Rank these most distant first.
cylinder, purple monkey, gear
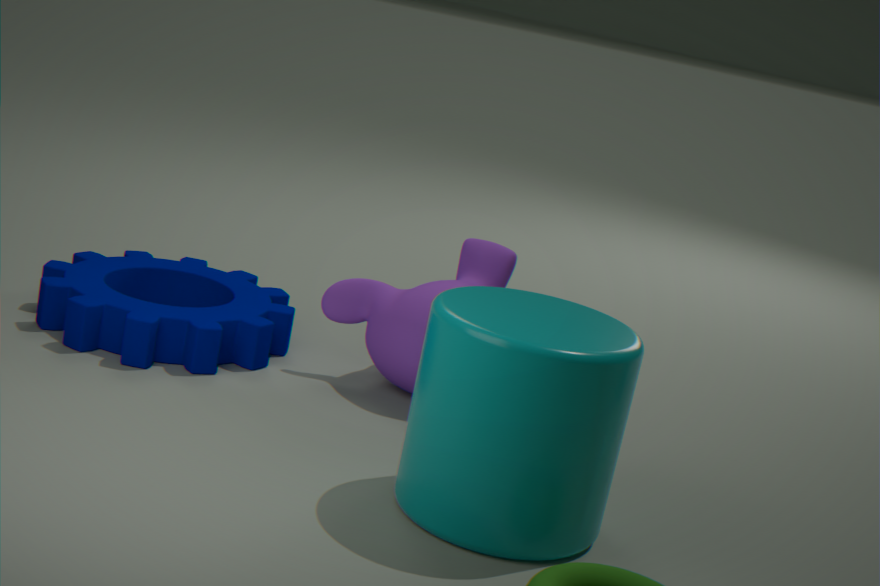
purple monkey < gear < cylinder
